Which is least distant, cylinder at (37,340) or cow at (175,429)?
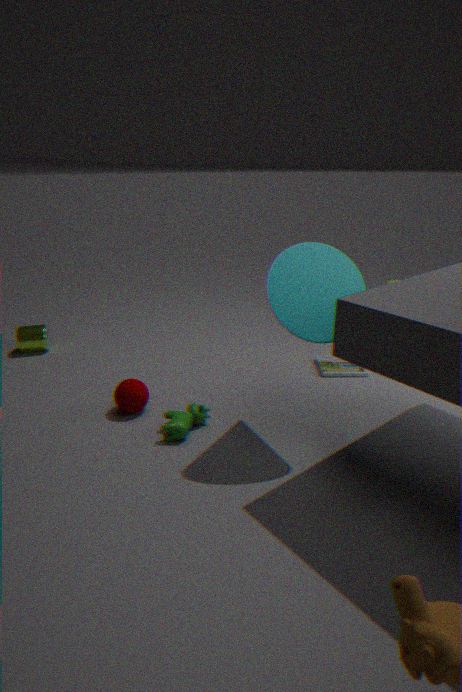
cow at (175,429)
